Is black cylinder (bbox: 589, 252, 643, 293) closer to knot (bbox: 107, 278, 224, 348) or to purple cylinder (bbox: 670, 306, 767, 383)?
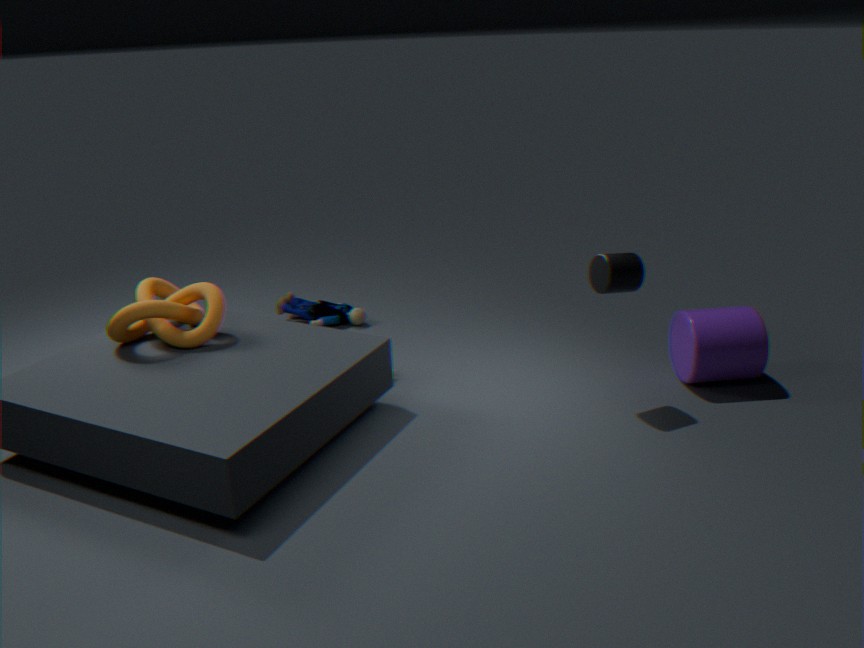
purple cylinder (bbox: 670, 306, 767, 383)
